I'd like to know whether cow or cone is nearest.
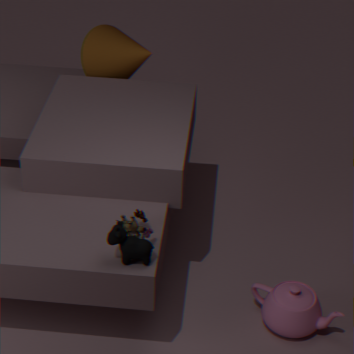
cow
